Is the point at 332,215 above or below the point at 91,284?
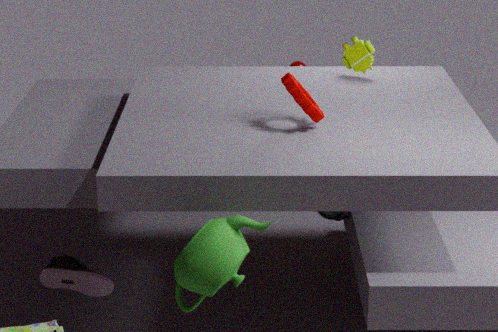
above
